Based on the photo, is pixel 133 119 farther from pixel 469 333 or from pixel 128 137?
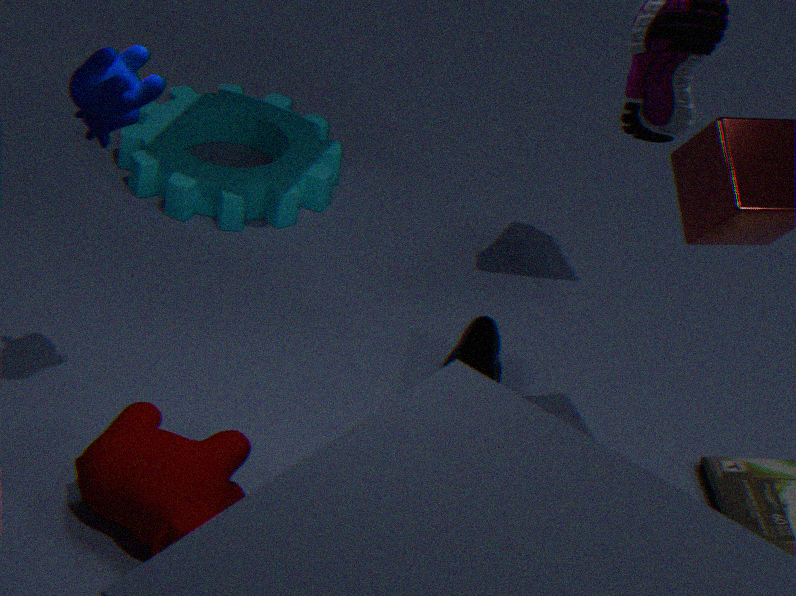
pixel 128 137
